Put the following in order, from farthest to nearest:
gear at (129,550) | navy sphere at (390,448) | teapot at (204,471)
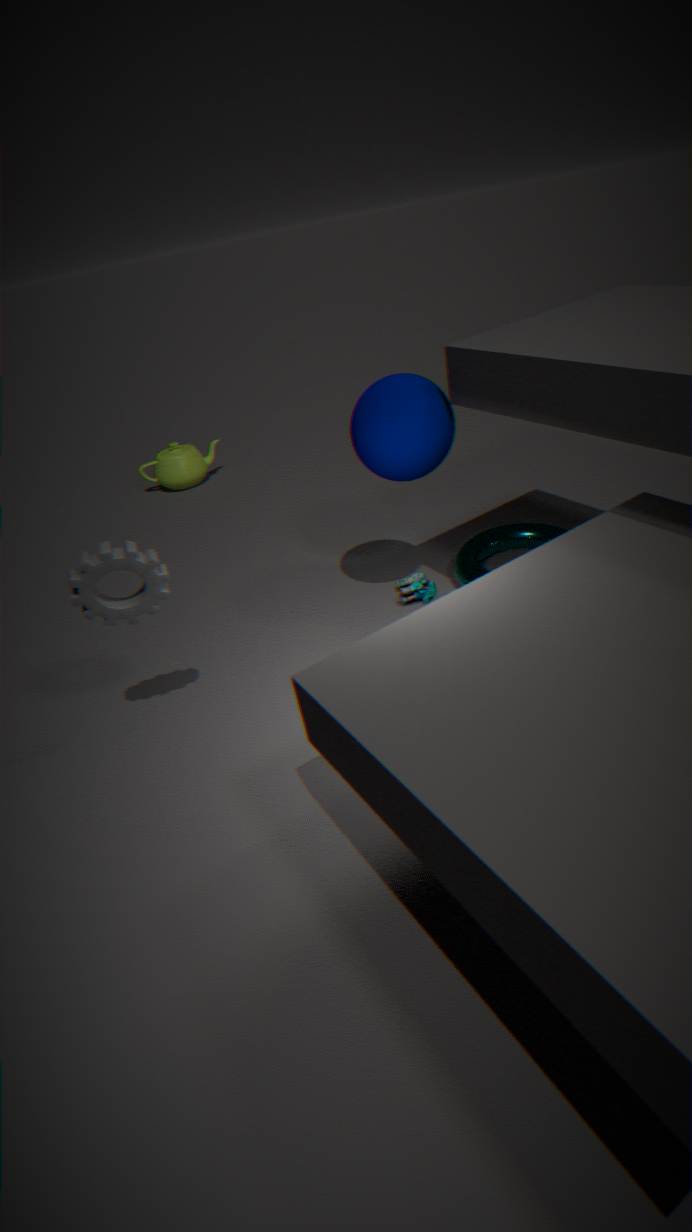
teapot at (204,471) → navy sphere at (390,448) → gear at (129,550)
